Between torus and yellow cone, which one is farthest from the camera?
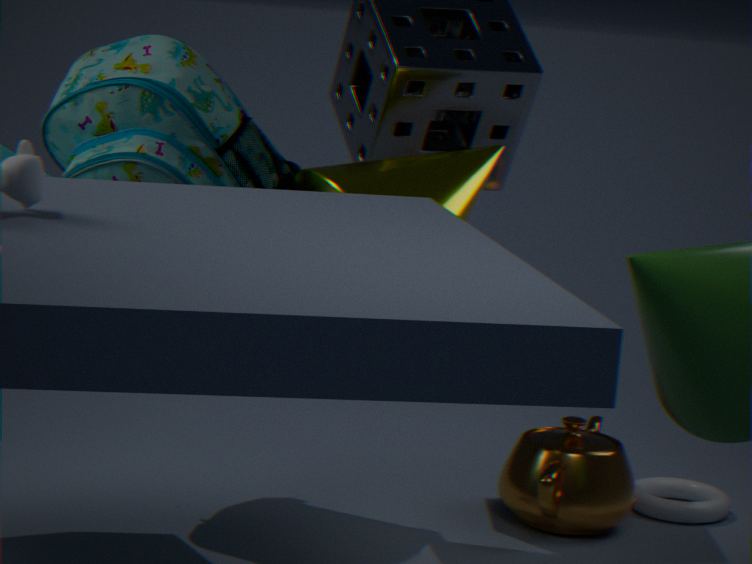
torus
